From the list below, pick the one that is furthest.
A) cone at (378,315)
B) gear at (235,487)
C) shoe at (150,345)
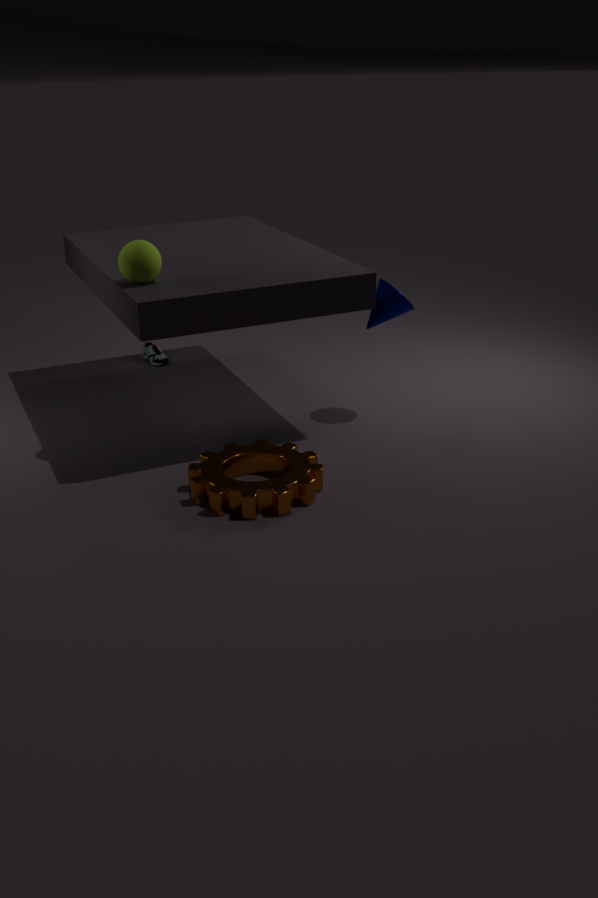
shoe at (150,345)
